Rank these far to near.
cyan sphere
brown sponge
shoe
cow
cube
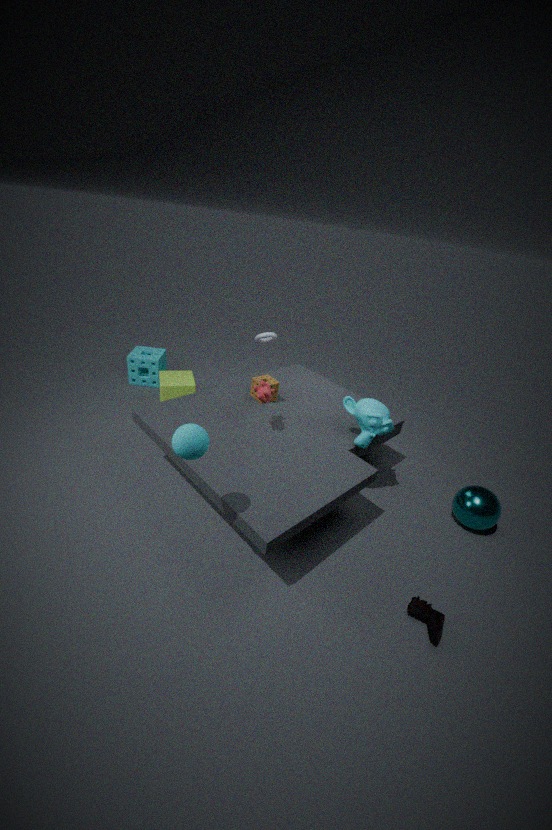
cube
brown sponge
cow
shoe
cyan sphere
